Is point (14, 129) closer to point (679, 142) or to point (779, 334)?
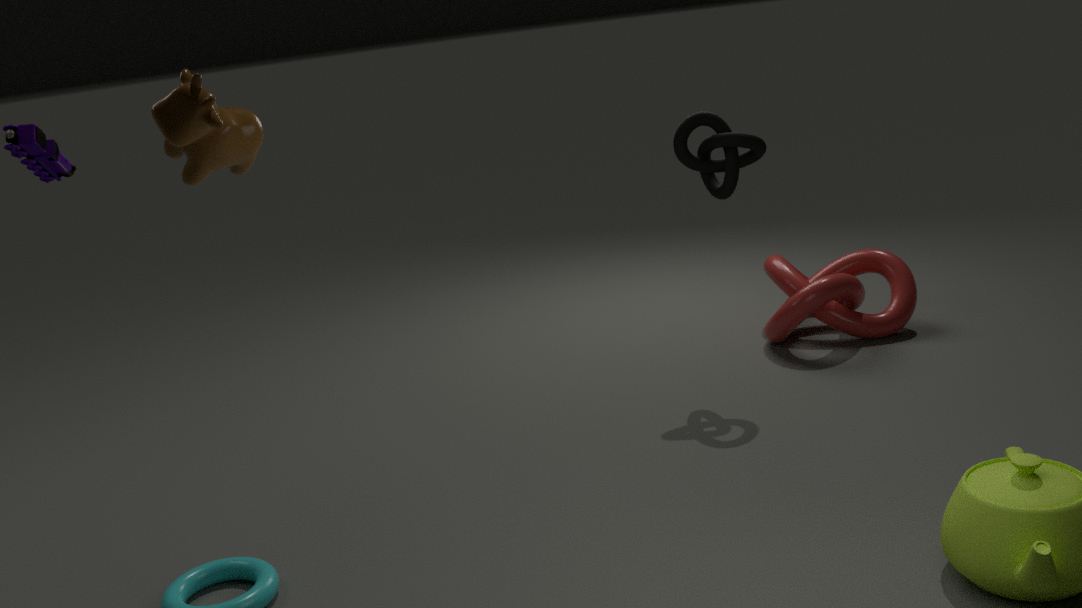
point (679, 142)
